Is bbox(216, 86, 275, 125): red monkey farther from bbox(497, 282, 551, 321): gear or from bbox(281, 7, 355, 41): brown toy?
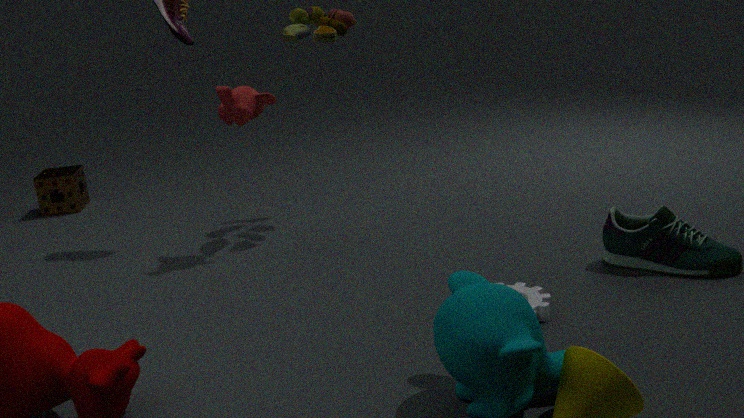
bbox(497, 282, 551, 321): gear
